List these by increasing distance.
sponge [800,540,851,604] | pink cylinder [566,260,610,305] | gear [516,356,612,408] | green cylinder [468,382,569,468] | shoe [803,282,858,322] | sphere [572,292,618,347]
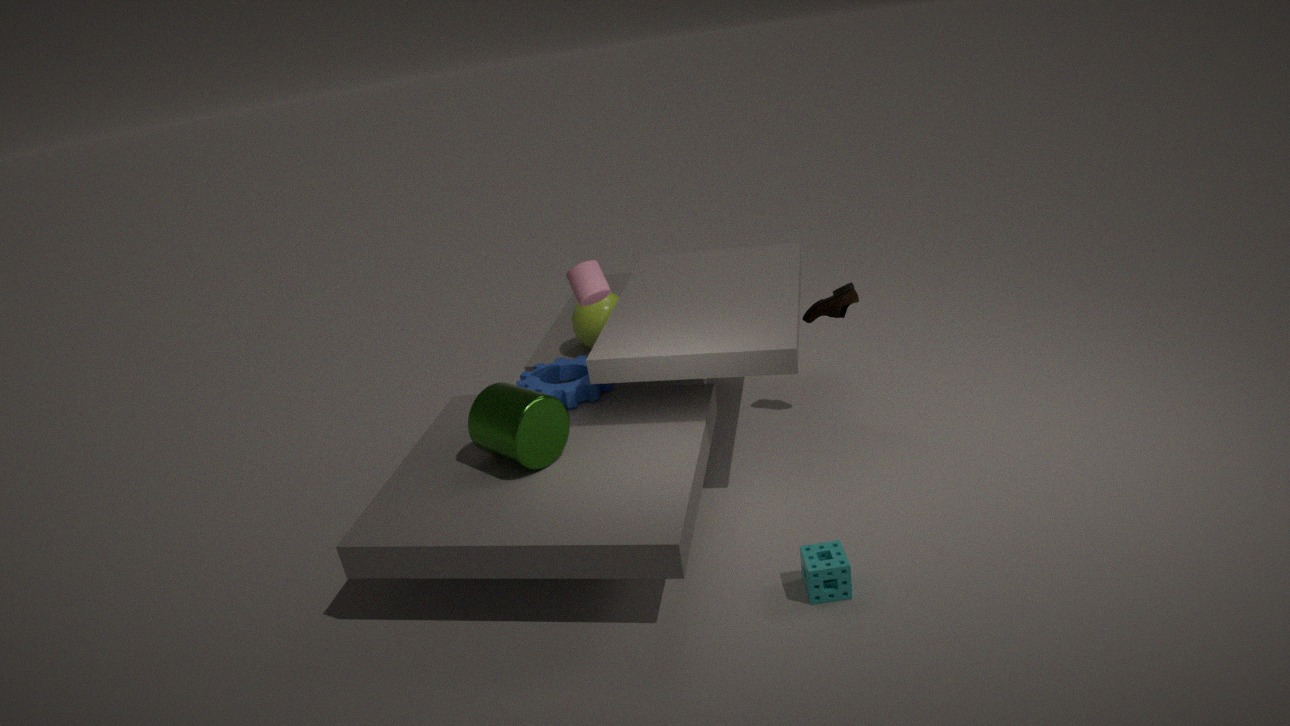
sponge [800,540,851,604] → green cylinder [468,382,569,468] → pink cylinder [566,260,610,305] → gear [516,356,612,408] → shoe [803,282,858,322] → sphere [572,292,618,347]
